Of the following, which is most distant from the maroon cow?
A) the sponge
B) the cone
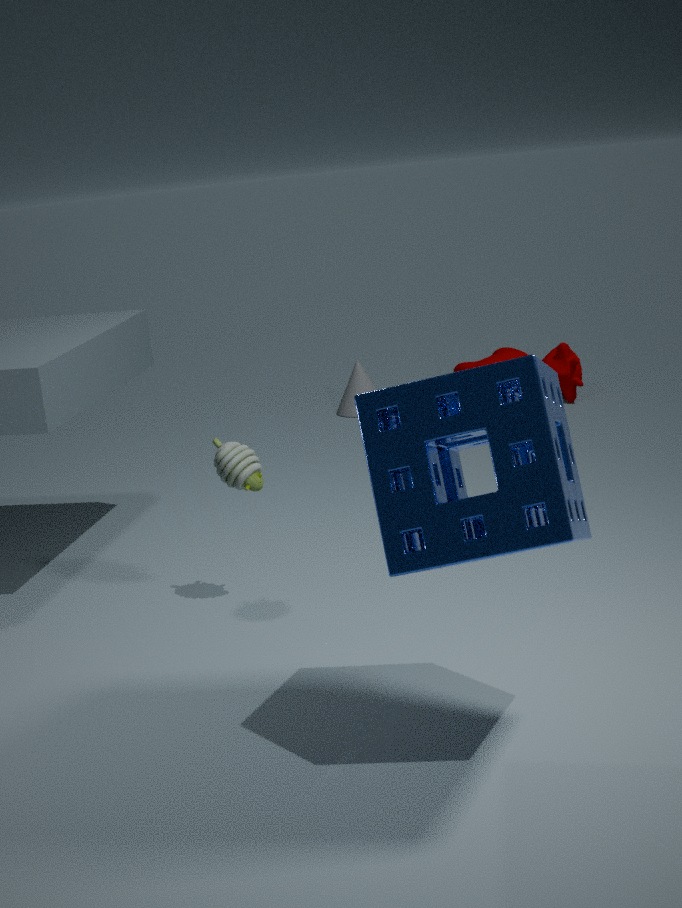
the sponge
